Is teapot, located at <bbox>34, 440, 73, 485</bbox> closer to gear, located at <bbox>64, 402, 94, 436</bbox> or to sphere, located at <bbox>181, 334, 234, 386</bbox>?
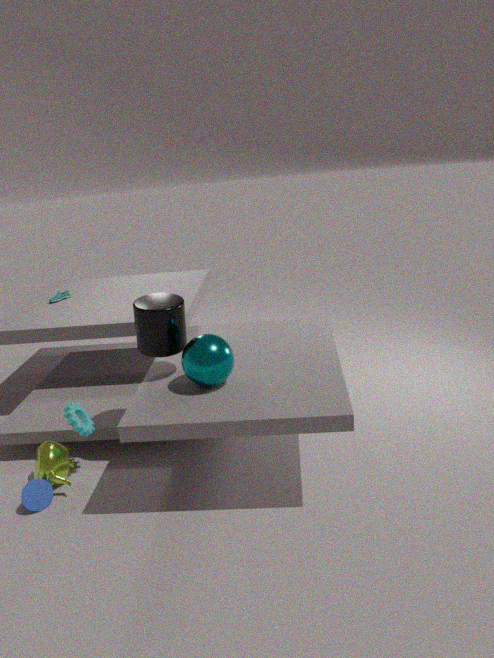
gear, located at <bbox>64, 402, 94, 436</bbox>
